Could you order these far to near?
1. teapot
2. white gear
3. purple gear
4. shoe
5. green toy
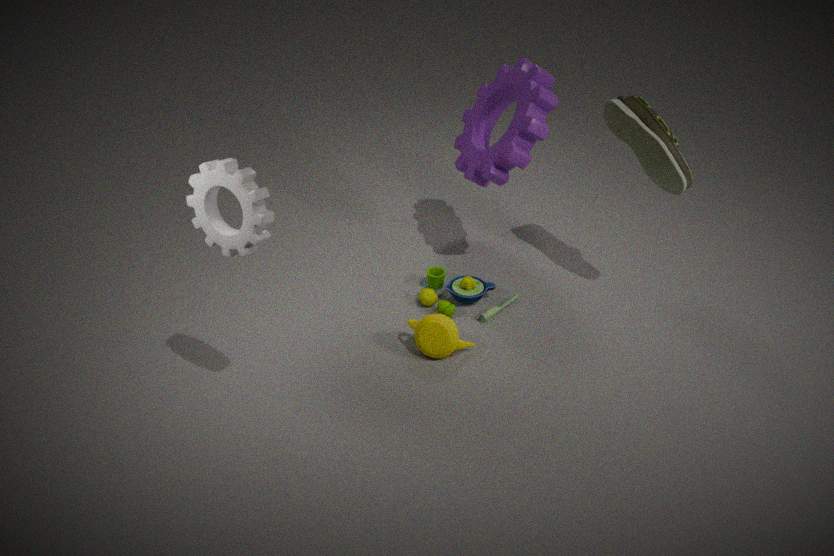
green toy, purple gear, shoe, teapot, white gear
